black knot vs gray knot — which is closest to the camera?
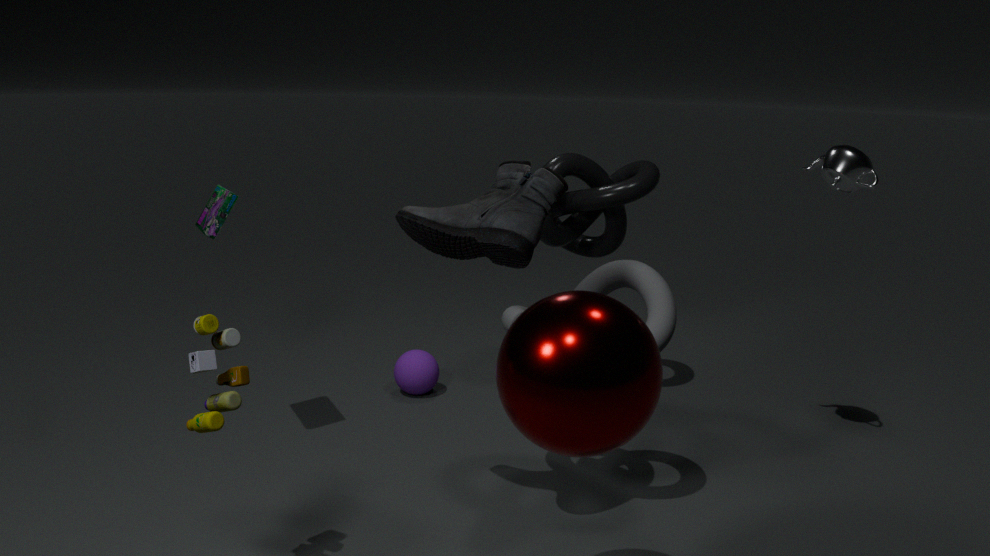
gray knot
